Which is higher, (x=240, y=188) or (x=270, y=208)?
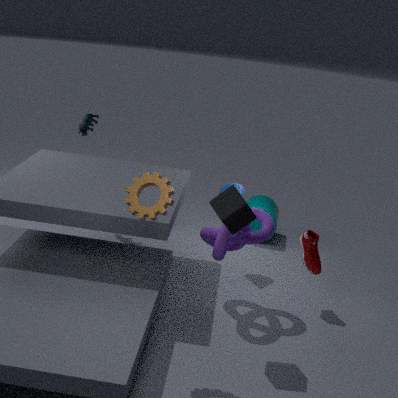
(x=240, y=188)
